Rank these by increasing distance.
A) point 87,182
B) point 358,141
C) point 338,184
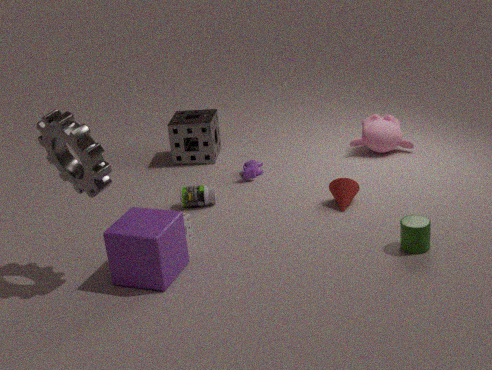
1. point 87,182
2. point 338,184
3. point 358,141
